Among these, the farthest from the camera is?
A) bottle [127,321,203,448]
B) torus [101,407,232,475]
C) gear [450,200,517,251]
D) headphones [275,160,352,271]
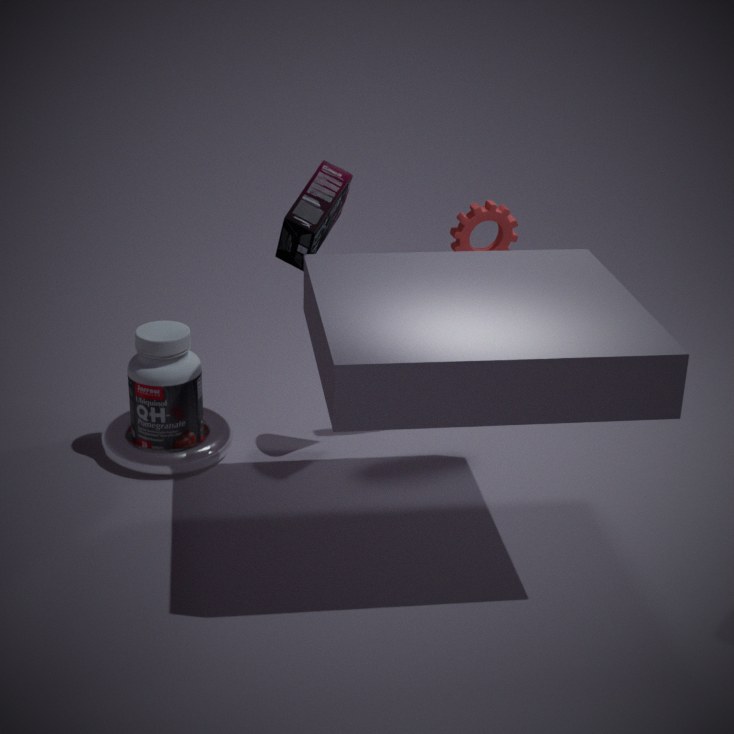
torus [101,407,232,475]
